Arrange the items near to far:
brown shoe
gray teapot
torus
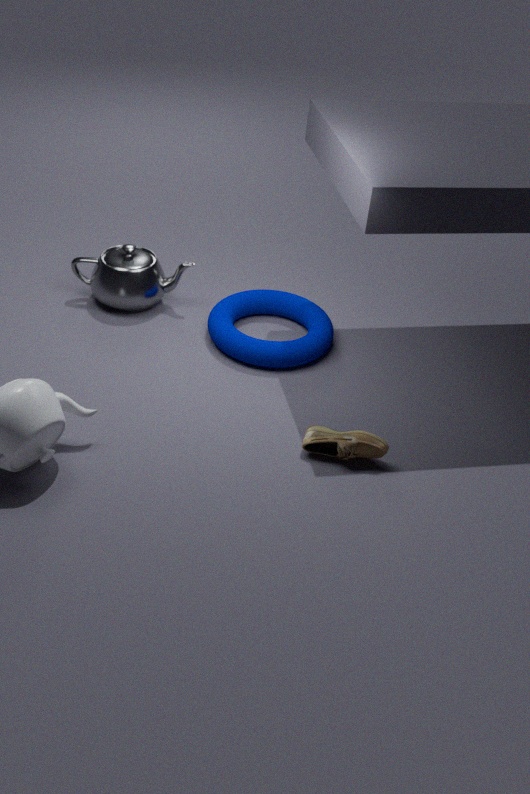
brown shoe, torus, gray teapot
